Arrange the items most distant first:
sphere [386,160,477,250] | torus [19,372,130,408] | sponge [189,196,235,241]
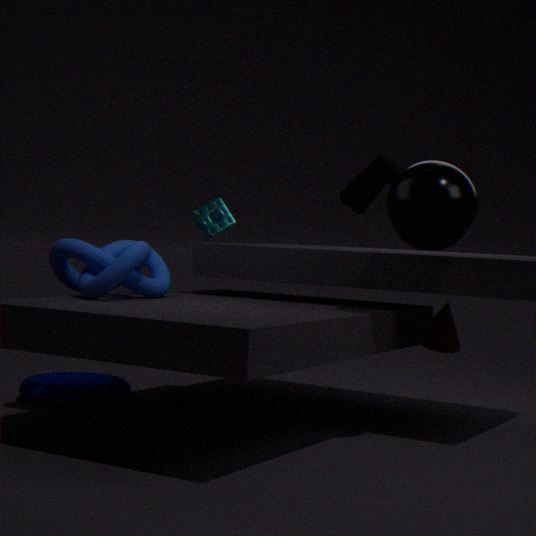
1. sponge [189,196,235,241]
2. torus [19,372,130,408]
3. sphere [386,160,477,250]
